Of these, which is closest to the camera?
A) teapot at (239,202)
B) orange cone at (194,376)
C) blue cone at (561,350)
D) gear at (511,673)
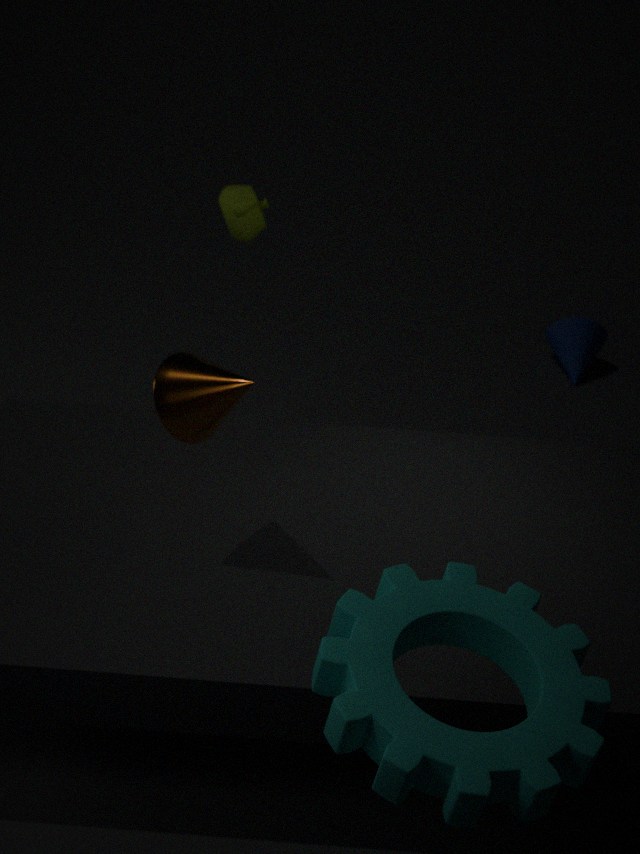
gear at (511,673)
